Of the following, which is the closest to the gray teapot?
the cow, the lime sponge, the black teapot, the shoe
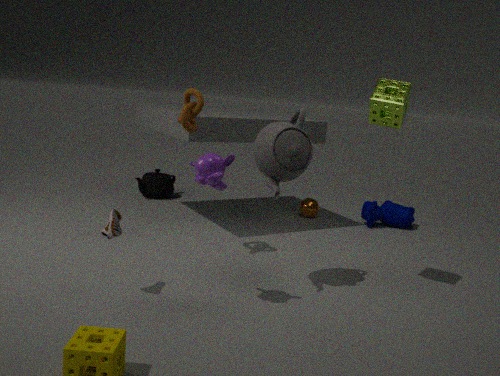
the lime sponge
